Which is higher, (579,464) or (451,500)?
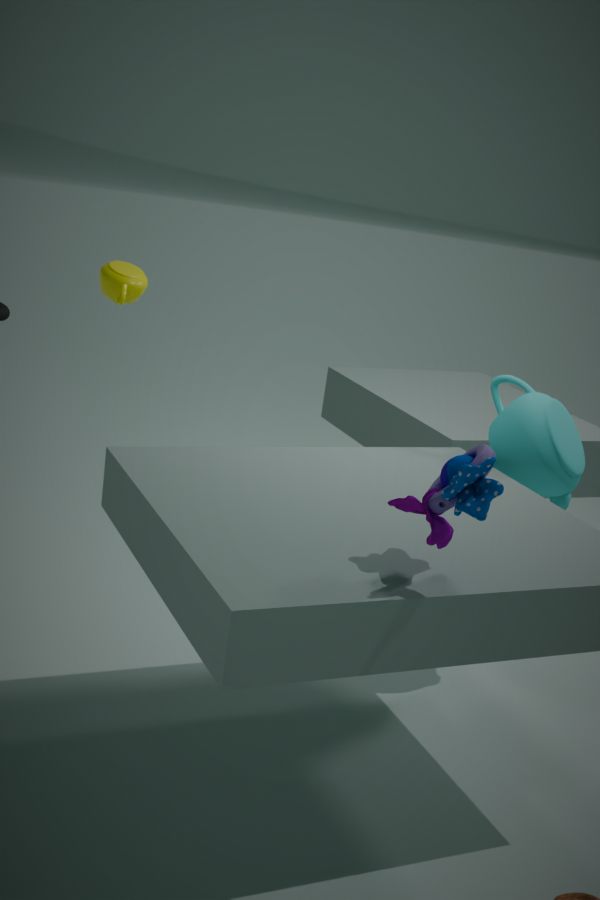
(451,500)
